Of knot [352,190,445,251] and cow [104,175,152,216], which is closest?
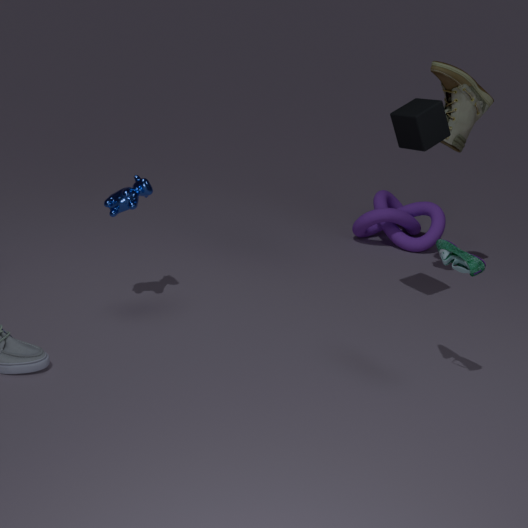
cow [104,175,152,216]
